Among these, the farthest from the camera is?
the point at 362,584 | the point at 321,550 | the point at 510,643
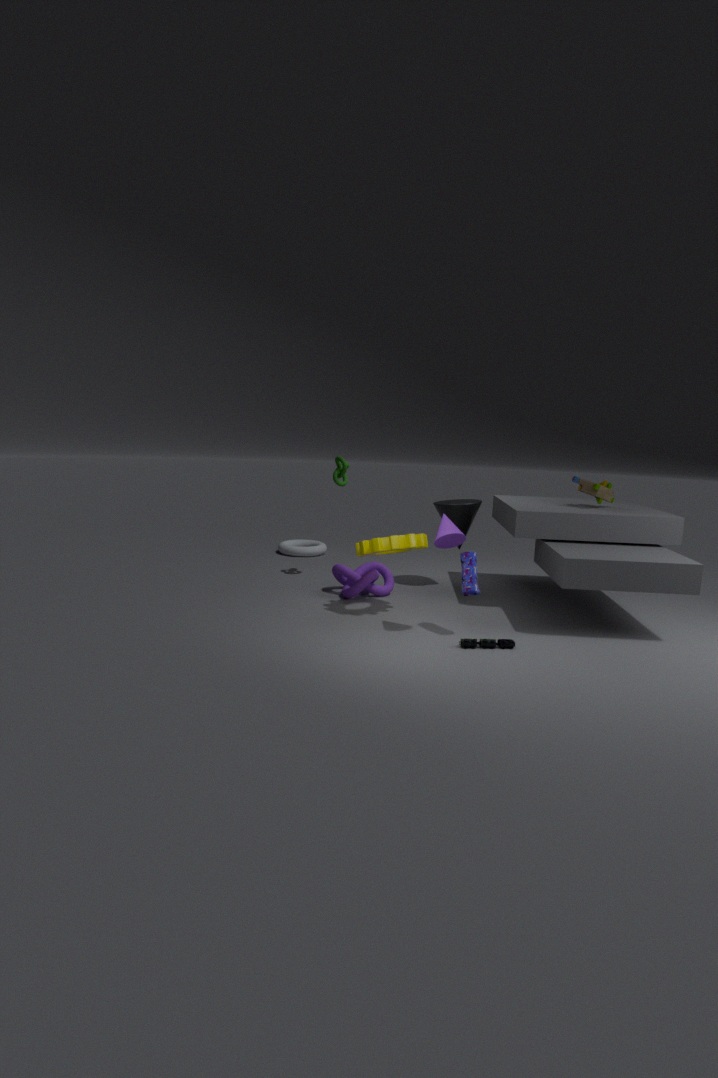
the point at 321,550
